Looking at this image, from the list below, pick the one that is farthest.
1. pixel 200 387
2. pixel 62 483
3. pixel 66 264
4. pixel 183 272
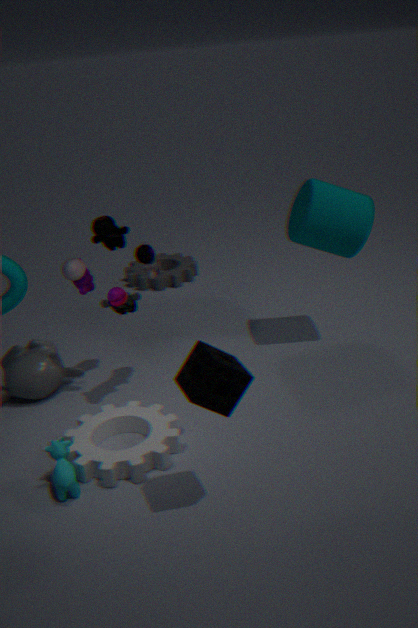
pixel 183 272
